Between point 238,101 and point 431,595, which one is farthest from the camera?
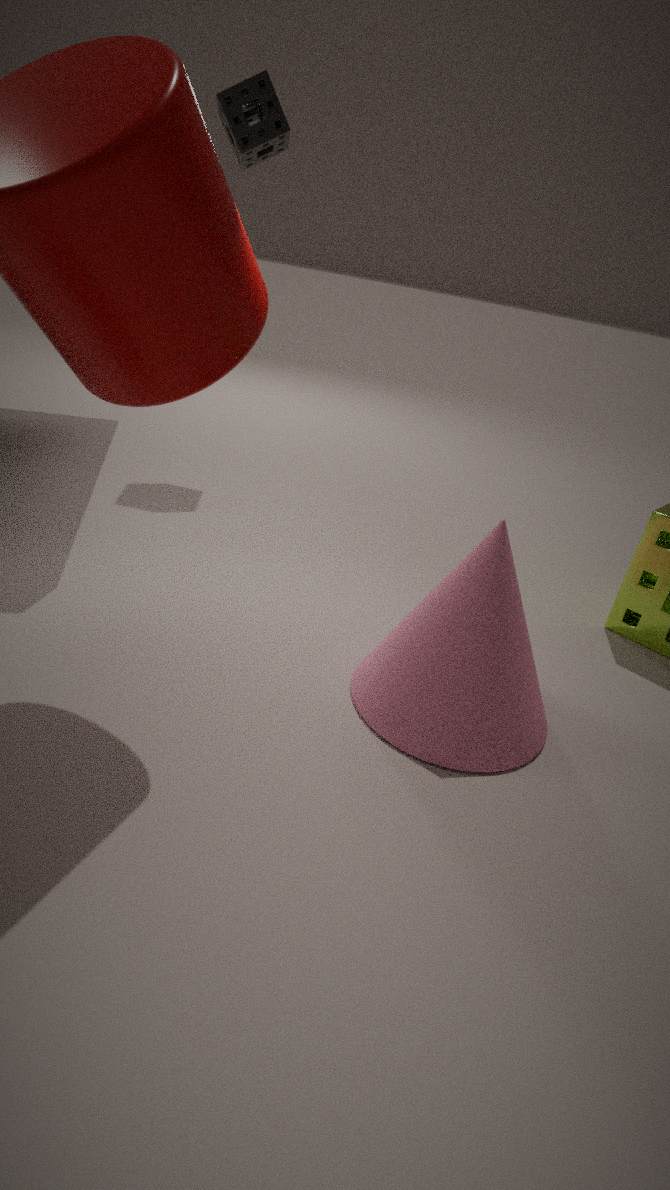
point 238,101
